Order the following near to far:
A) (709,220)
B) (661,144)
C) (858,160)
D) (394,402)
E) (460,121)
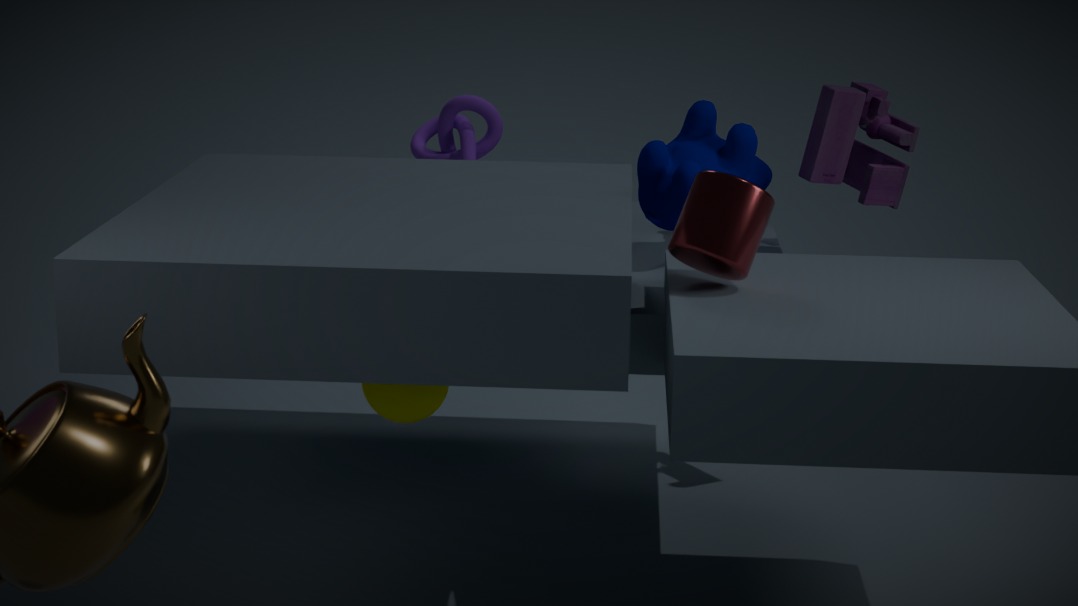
(394,402)
(709,220)
(661,144)
(858,160)
(460,121)
